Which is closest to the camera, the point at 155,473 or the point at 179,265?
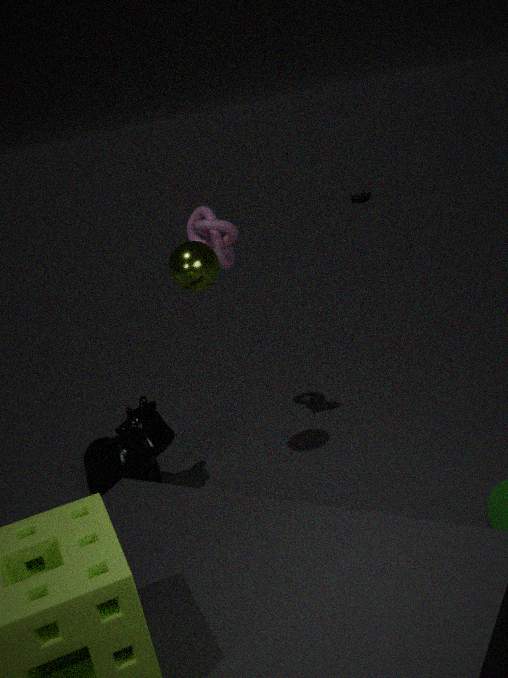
the point at 179,265
